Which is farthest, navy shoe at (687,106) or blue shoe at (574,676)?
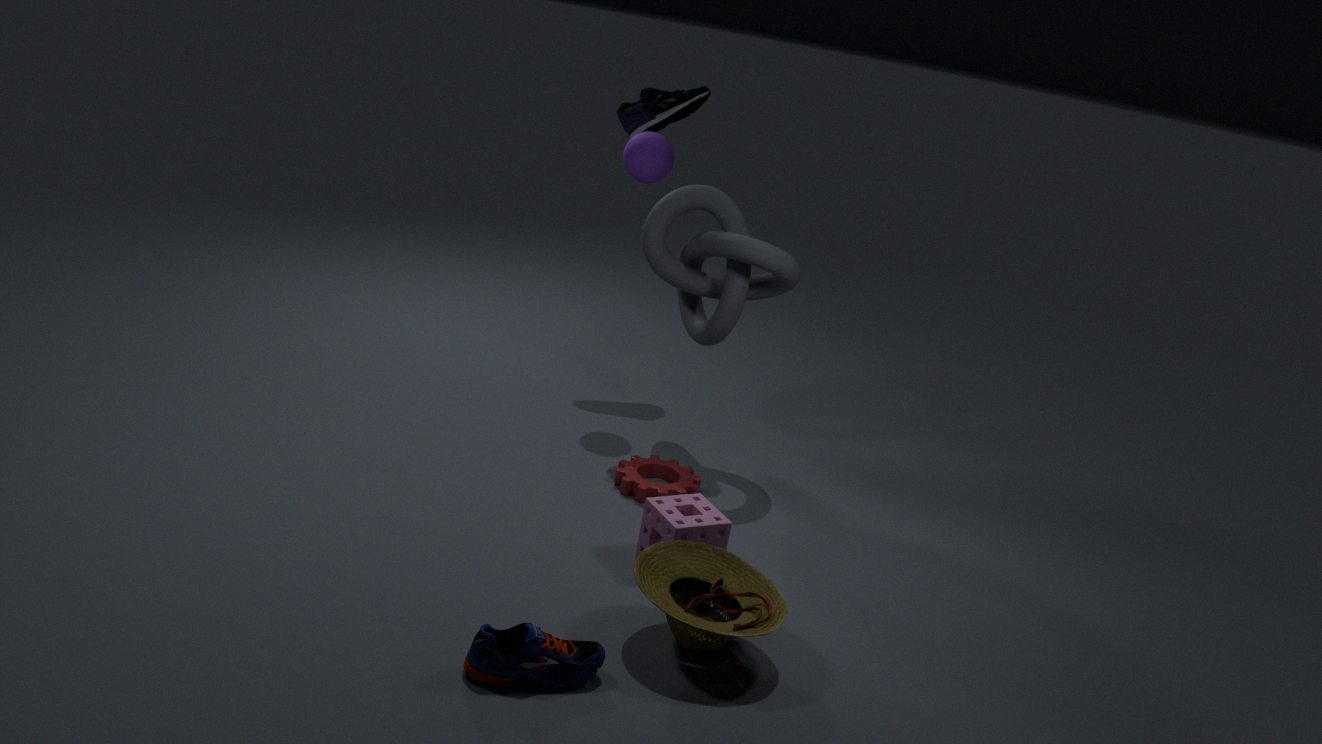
navy shoe at (687,106)
